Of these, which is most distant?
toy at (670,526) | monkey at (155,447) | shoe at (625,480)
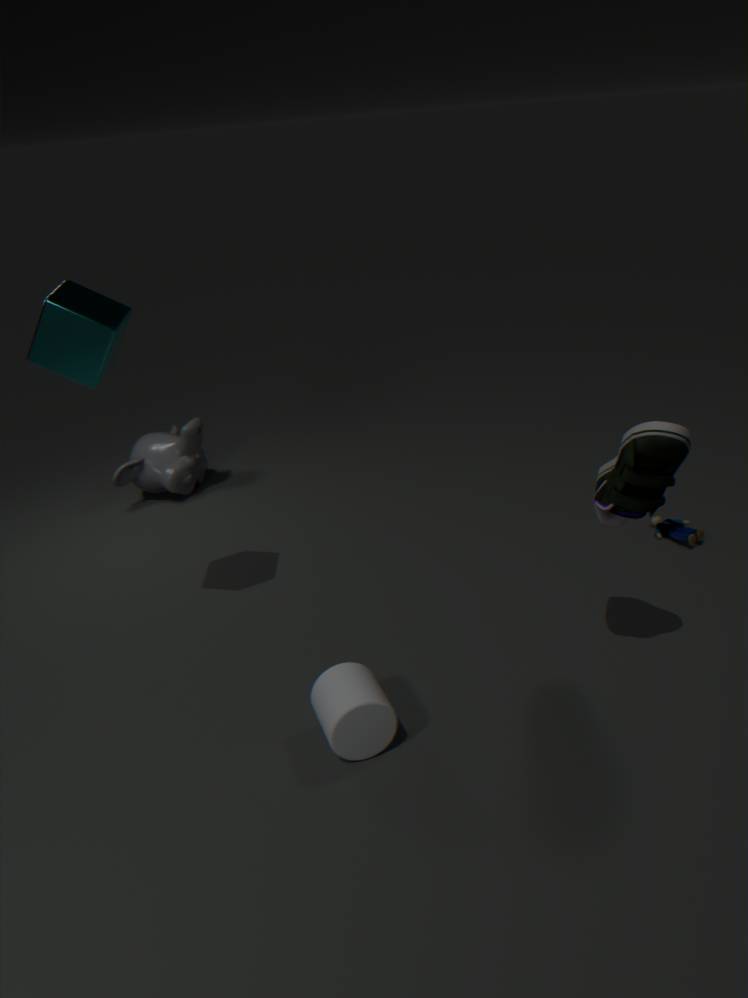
monkey at (155,447)
